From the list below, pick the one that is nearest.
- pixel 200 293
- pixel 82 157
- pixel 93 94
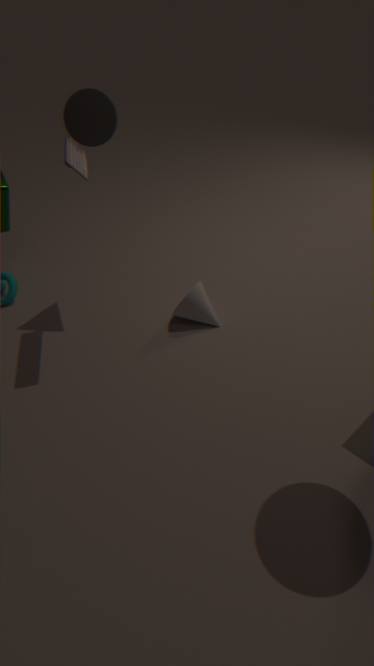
pixel 82 157
